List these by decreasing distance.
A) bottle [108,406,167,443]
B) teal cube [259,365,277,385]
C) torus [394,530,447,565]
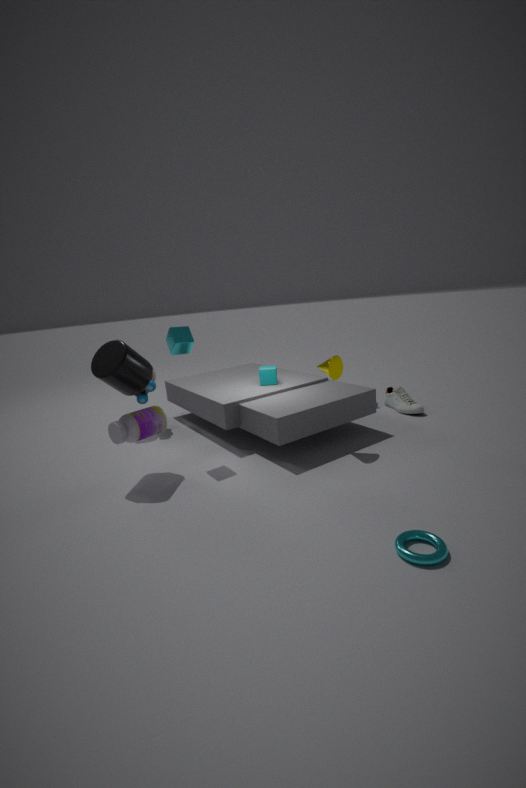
teal cube [259,365,277,385], bottle [108,406,167,443], torus [394,530,447,565]
